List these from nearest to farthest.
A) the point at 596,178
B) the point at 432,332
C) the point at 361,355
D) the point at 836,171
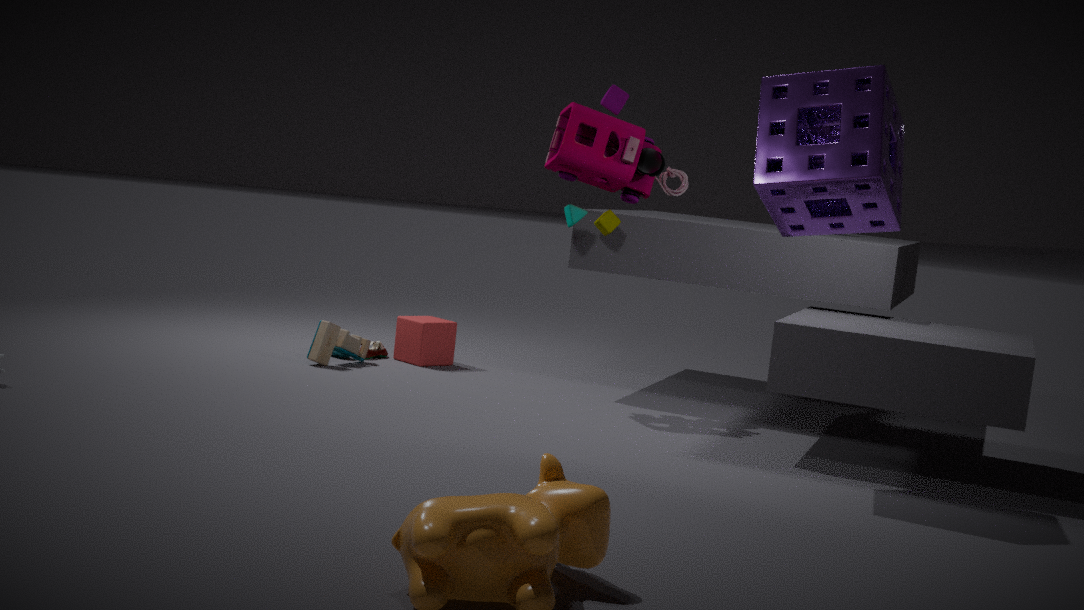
D. the point at 836,171 < A. the point at 596,178 < C. the point at 361,355 < B. the point at 432,332
